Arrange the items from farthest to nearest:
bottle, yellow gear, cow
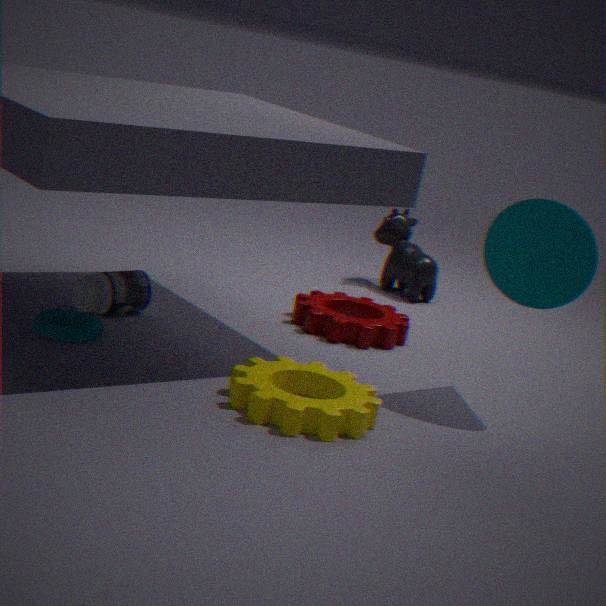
cow, bottle, yellow gear
